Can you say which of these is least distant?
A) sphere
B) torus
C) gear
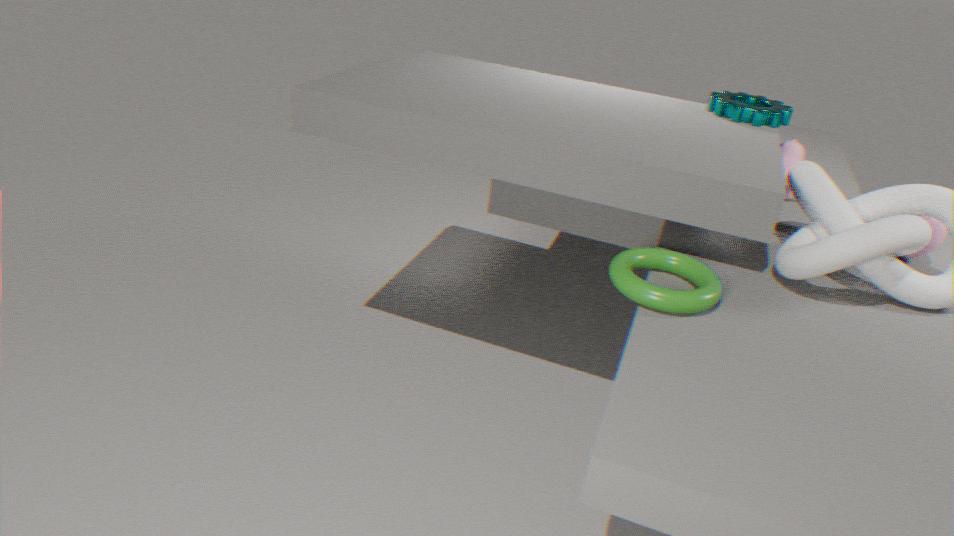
torus
